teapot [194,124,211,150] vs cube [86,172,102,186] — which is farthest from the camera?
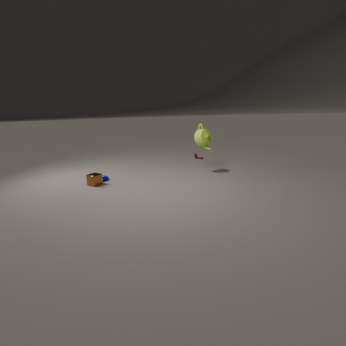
teapot [194,124,211,150]
